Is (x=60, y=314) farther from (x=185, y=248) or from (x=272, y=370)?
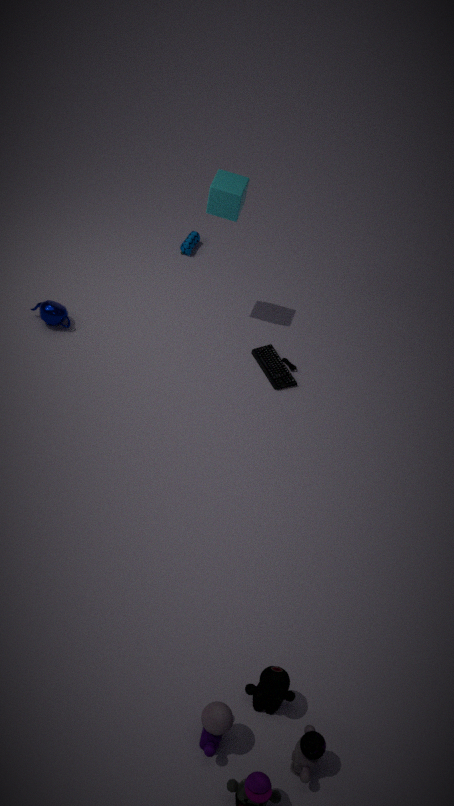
(x=272, y=370)
